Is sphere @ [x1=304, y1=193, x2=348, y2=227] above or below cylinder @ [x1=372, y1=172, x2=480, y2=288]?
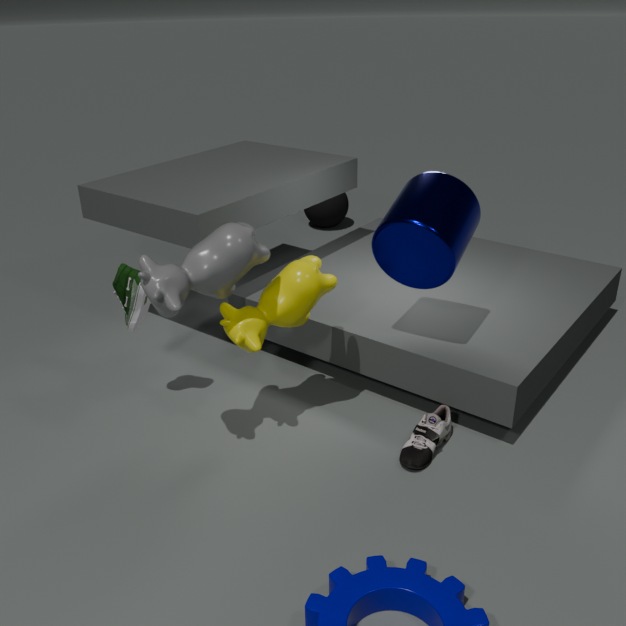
below
